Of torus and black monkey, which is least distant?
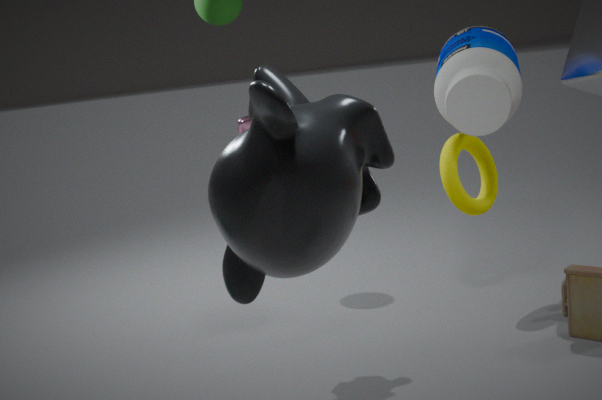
black monkey
